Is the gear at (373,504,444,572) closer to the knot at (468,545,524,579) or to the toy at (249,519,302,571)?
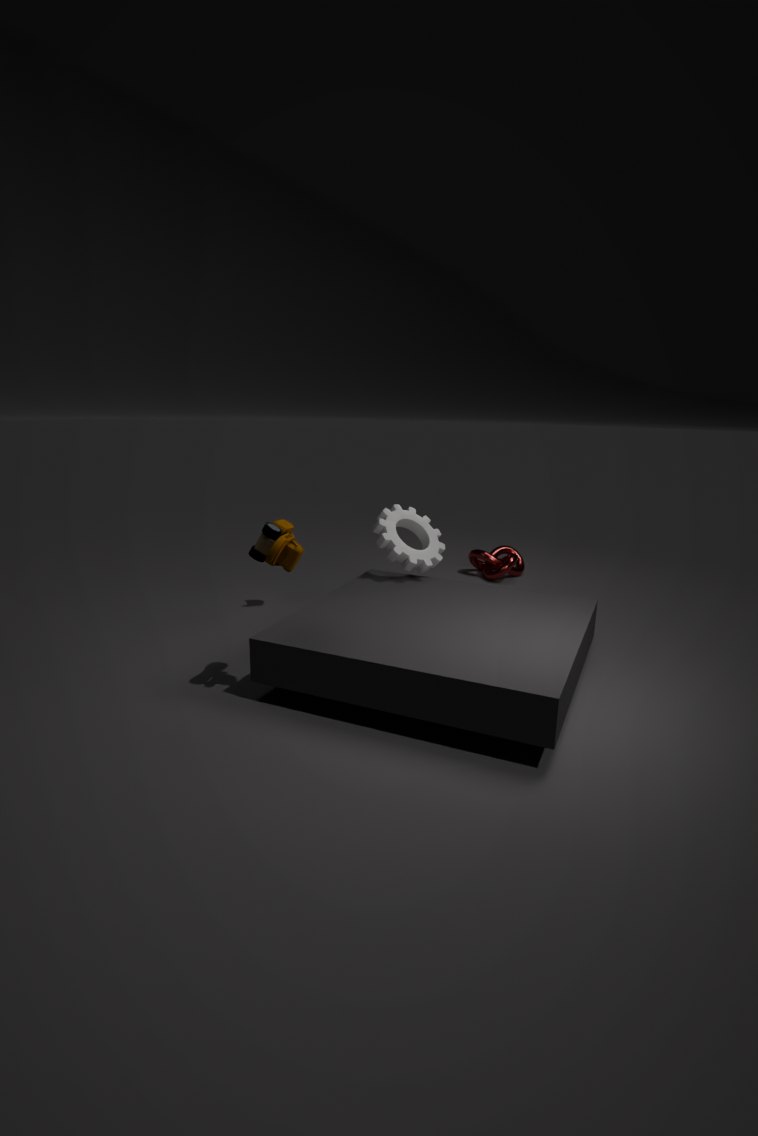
the toy at (249,519,302,571)
